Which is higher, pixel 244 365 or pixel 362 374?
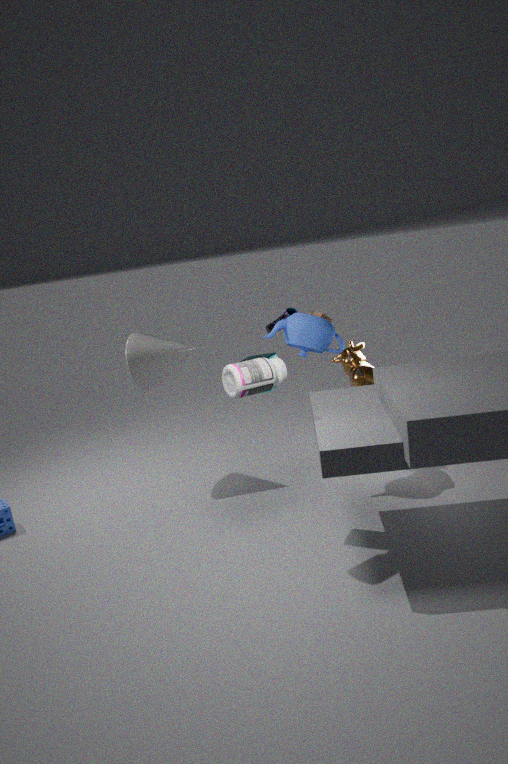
pixel 244 365
